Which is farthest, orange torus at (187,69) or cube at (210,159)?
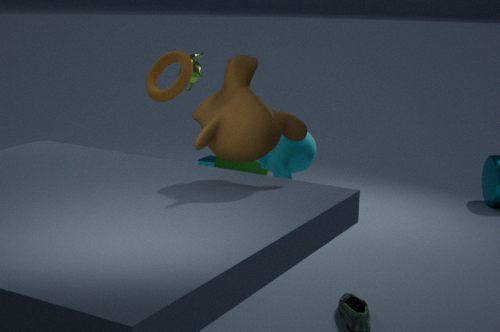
cube at (210,159)
